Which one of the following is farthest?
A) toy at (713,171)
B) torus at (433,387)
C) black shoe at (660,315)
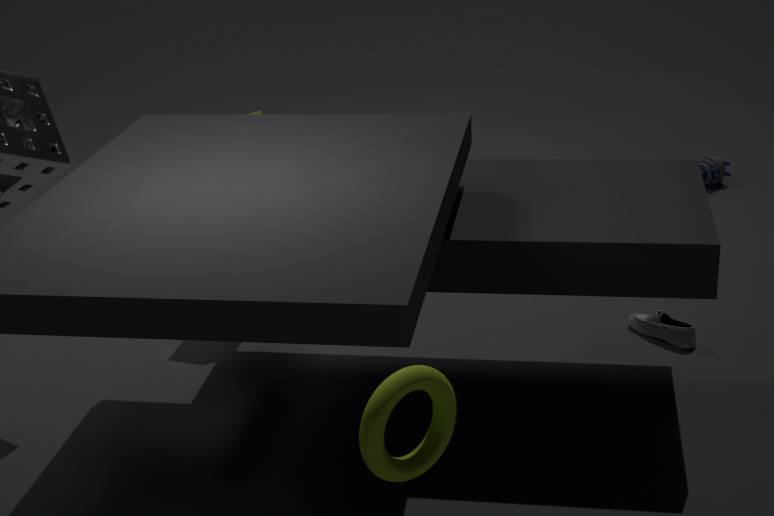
toy at (713,171)
